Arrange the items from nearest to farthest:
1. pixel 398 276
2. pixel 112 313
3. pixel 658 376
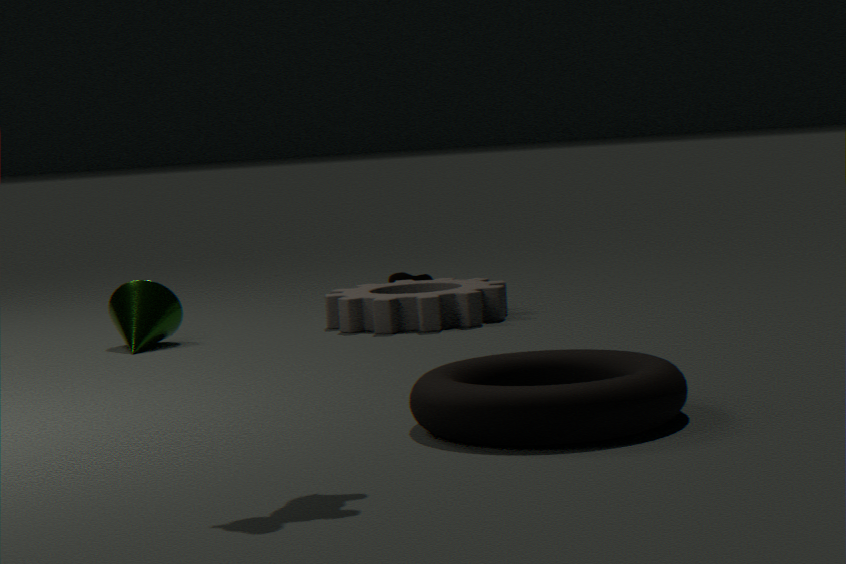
pixel 658 376 → pixel 112 313 → pixel 398 276
